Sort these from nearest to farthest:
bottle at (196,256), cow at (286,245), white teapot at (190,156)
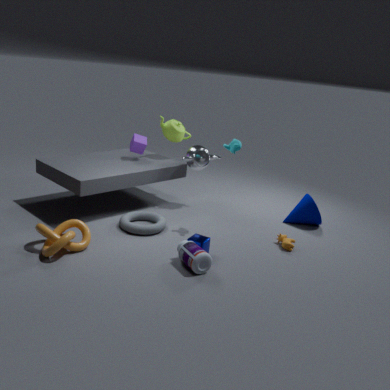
1. bottle at (196,256)
2. cow at (286,245)
3. white teapot at (190,156)
